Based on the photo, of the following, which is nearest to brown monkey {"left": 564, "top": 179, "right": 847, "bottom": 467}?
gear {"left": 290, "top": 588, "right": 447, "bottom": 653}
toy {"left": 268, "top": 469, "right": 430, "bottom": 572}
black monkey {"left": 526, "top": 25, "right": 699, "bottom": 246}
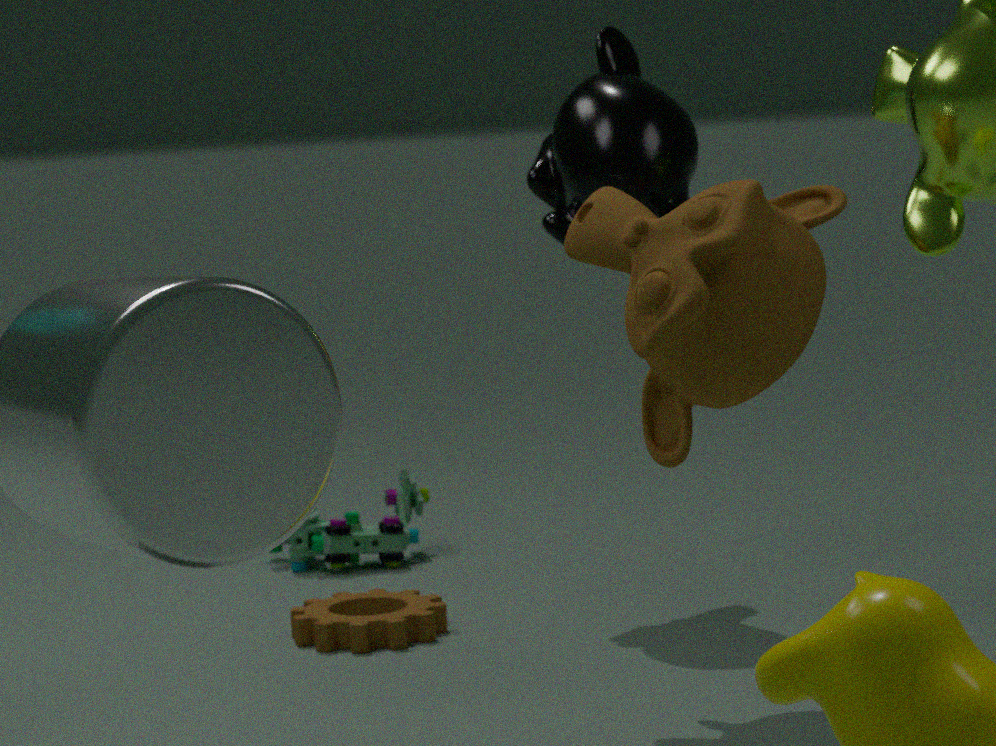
black monkey {"left": 526, "top": 25, "right": 699, "bottom": 246}
